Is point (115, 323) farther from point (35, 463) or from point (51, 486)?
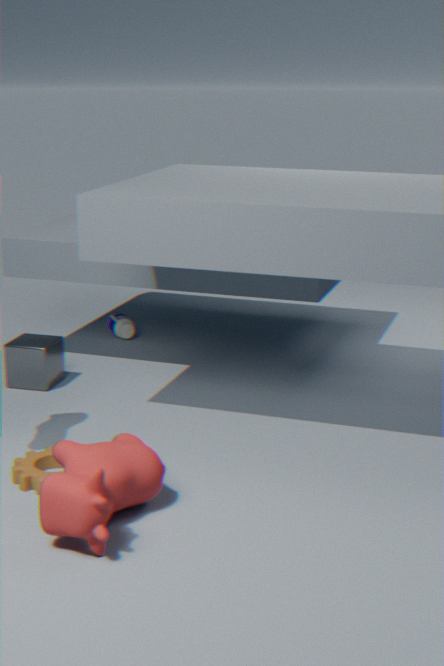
point (51, 486)
